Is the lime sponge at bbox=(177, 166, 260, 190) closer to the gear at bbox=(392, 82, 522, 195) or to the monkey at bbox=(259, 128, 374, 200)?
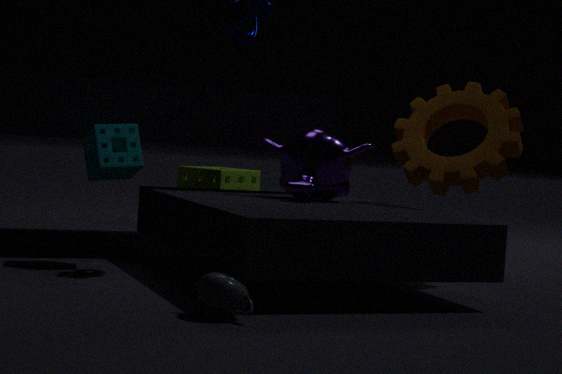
the monkey at bbox=(259, 128, 374, 200)
